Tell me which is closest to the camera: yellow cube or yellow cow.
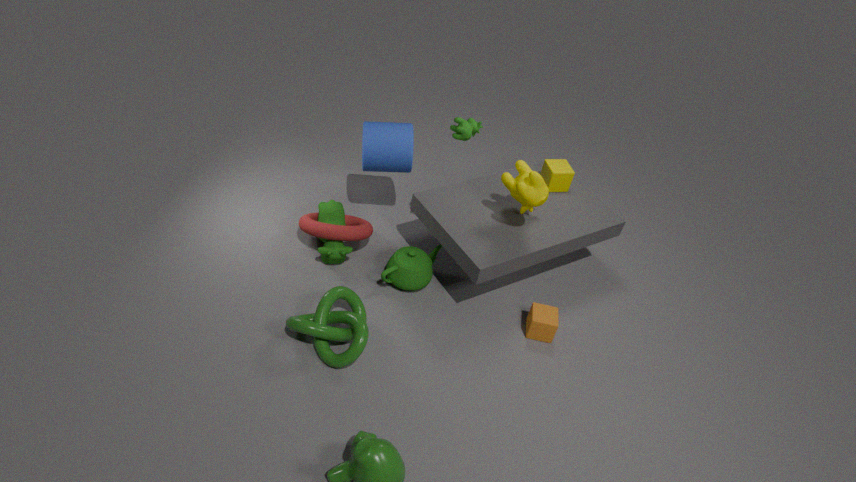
yellow cow
